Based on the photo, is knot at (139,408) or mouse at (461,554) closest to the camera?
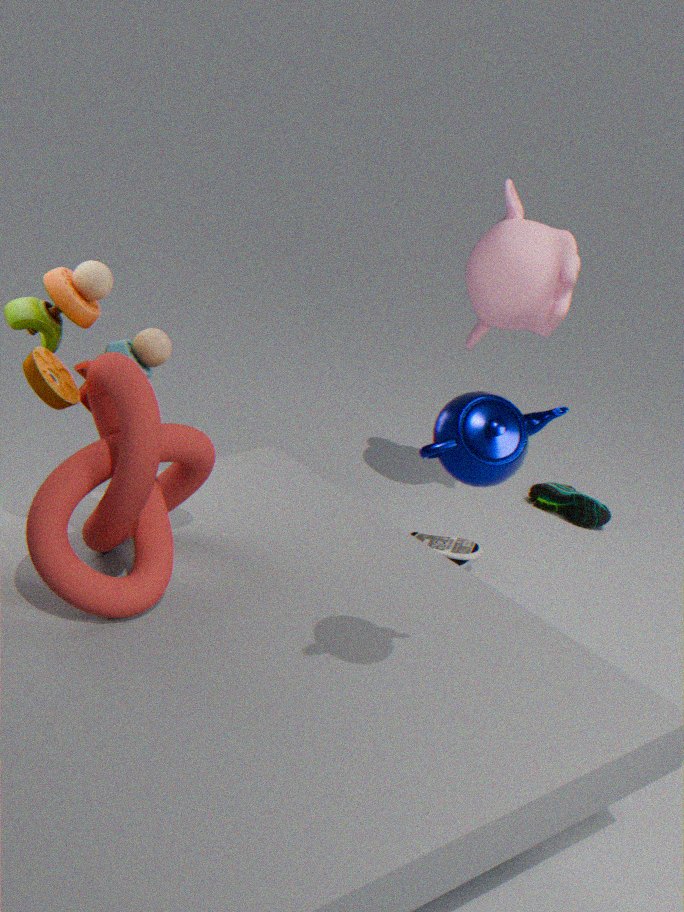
knot at (139,408)
